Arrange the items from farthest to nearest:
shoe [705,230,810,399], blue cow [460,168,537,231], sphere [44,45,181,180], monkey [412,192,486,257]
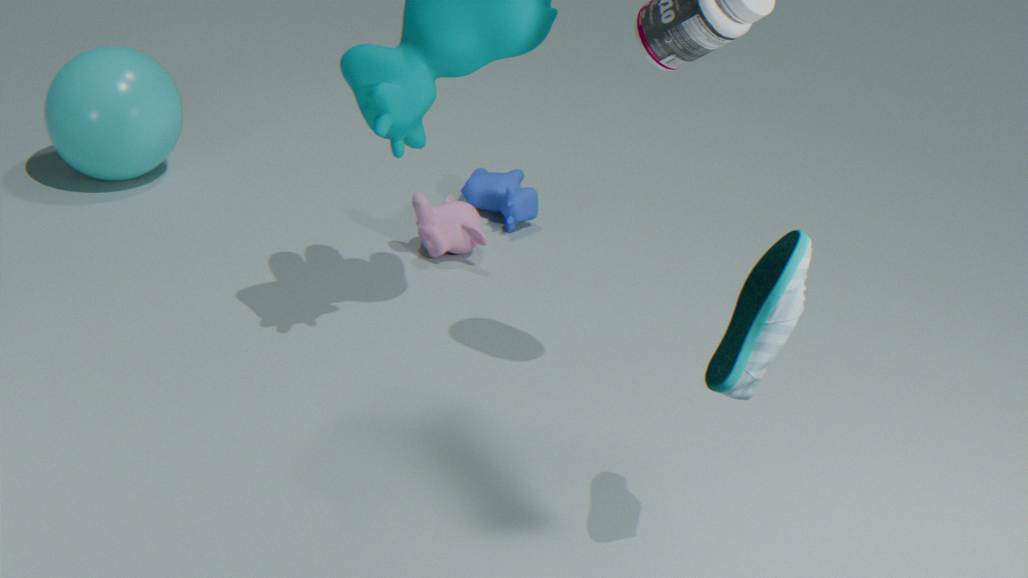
sphere [44,45,181,180] → blue cow [460,168,537,231] → monkey [412,192,486,257] → shoe [705,230,810,399]
